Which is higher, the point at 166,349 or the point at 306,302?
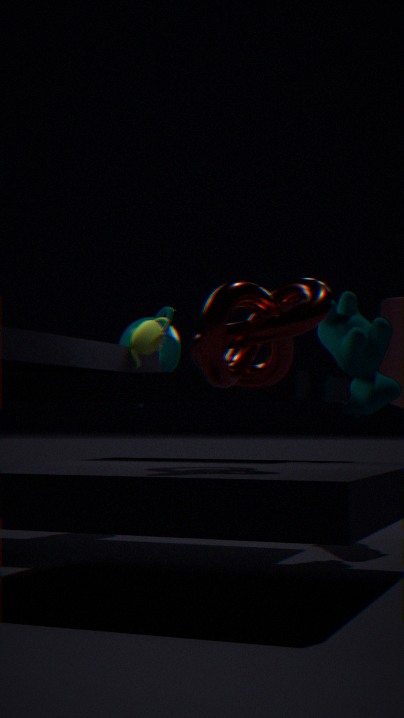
the point at 166,349
